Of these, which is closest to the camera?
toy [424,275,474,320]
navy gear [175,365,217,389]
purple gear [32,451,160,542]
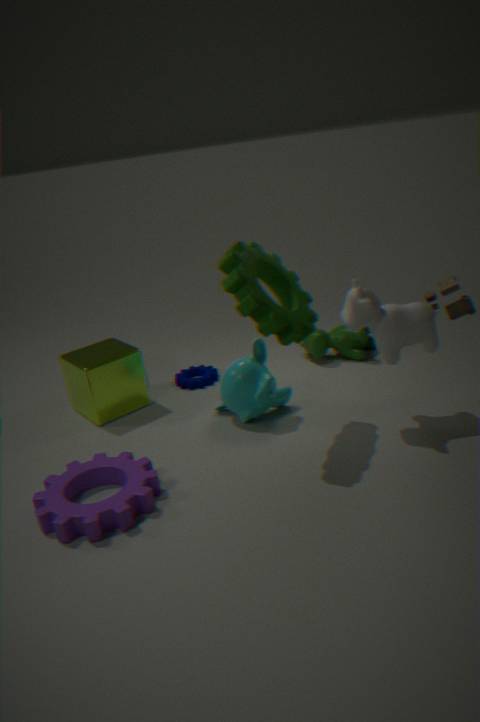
purple gear [32,451,160,542]
